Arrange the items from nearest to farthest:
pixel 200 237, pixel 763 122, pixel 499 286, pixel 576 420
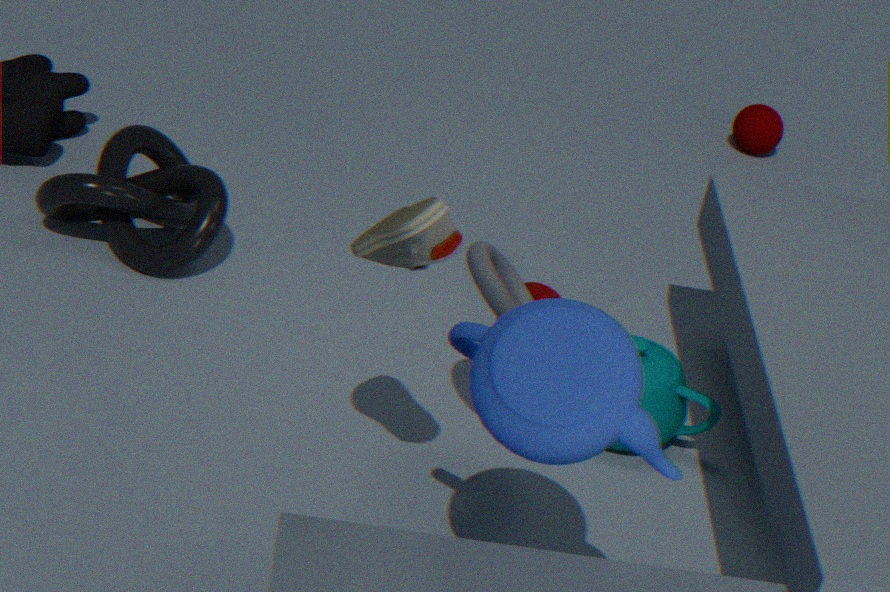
pixel 576 420 → pixel 499 286 → pixel 200 237 → pixel 763 122
